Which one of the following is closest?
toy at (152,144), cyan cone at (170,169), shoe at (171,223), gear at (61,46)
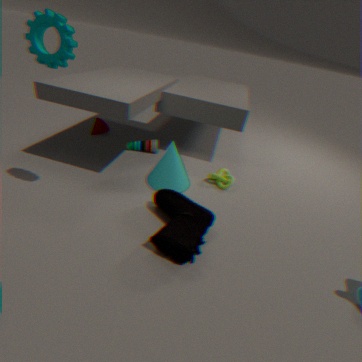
gear at (61,46)
